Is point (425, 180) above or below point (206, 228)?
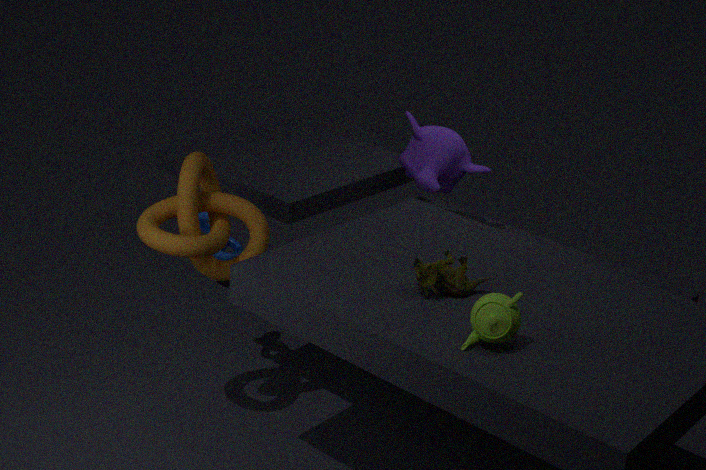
above
